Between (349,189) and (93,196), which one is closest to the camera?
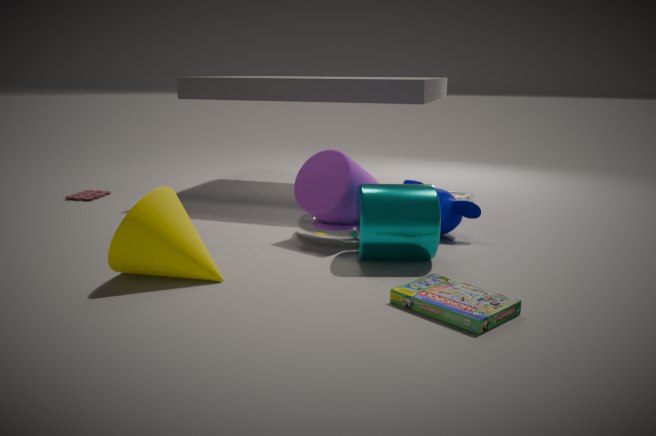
(349,189)
